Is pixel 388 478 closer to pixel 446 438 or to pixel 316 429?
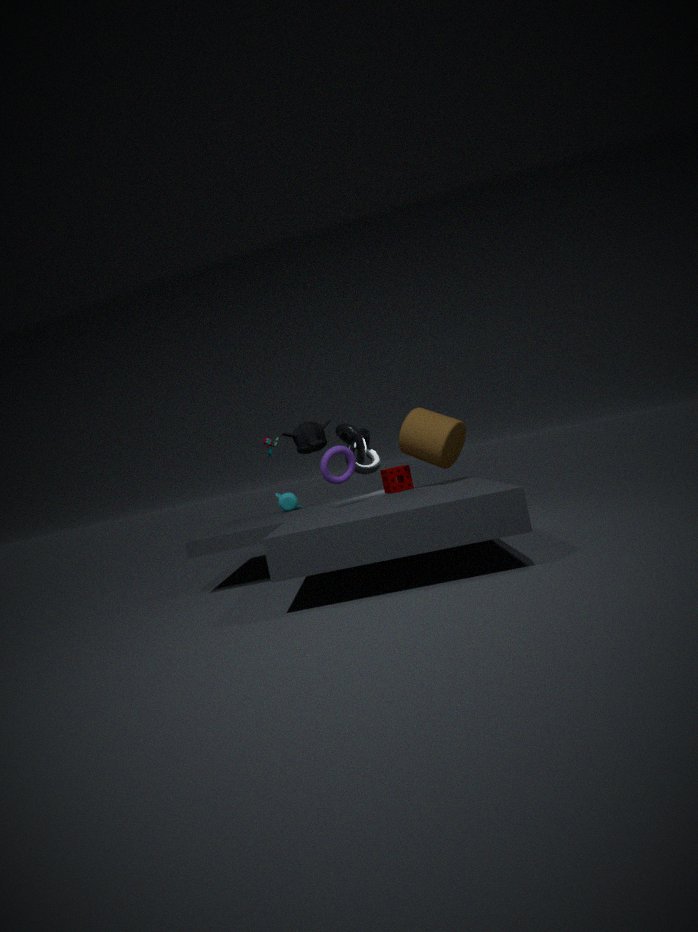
pixel 446 438
